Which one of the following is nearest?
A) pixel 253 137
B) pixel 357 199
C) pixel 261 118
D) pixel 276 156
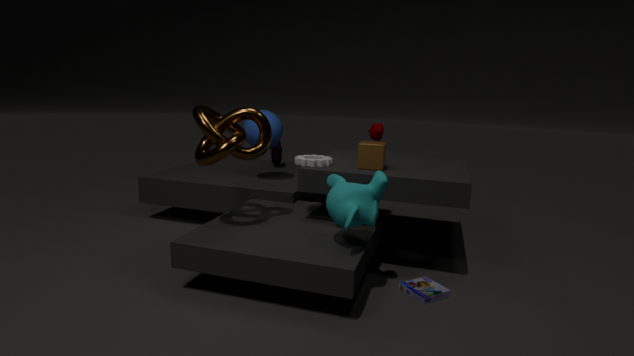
pixel 357 199
